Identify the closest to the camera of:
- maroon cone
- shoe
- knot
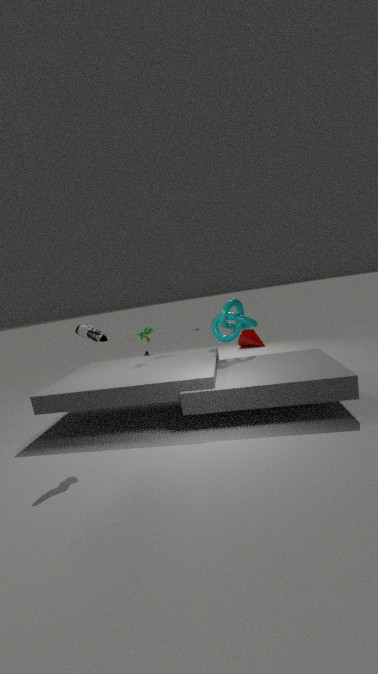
shoe
